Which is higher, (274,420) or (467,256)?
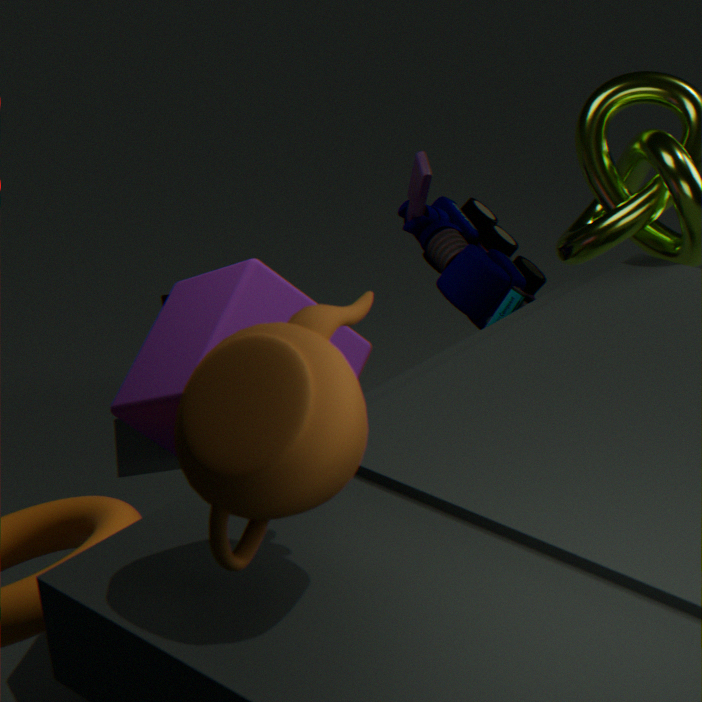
(274,420)
